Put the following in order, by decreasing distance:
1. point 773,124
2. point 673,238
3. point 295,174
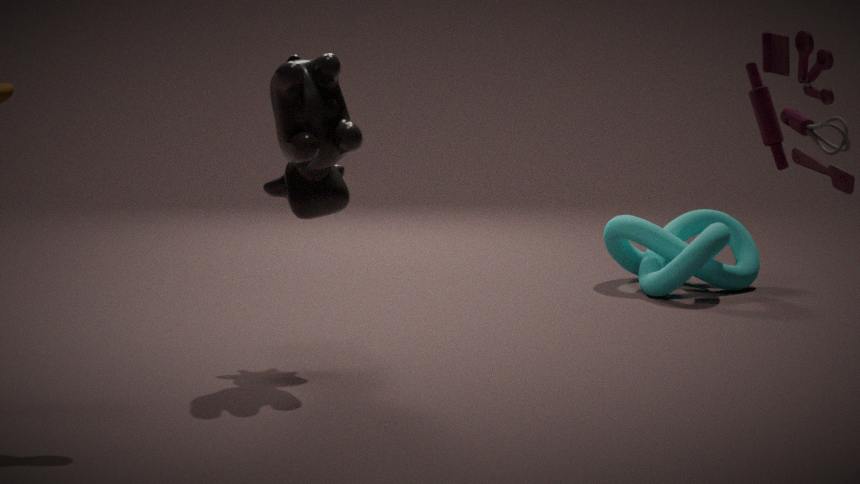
point 673,238 < point 295,174 < point 773,124
